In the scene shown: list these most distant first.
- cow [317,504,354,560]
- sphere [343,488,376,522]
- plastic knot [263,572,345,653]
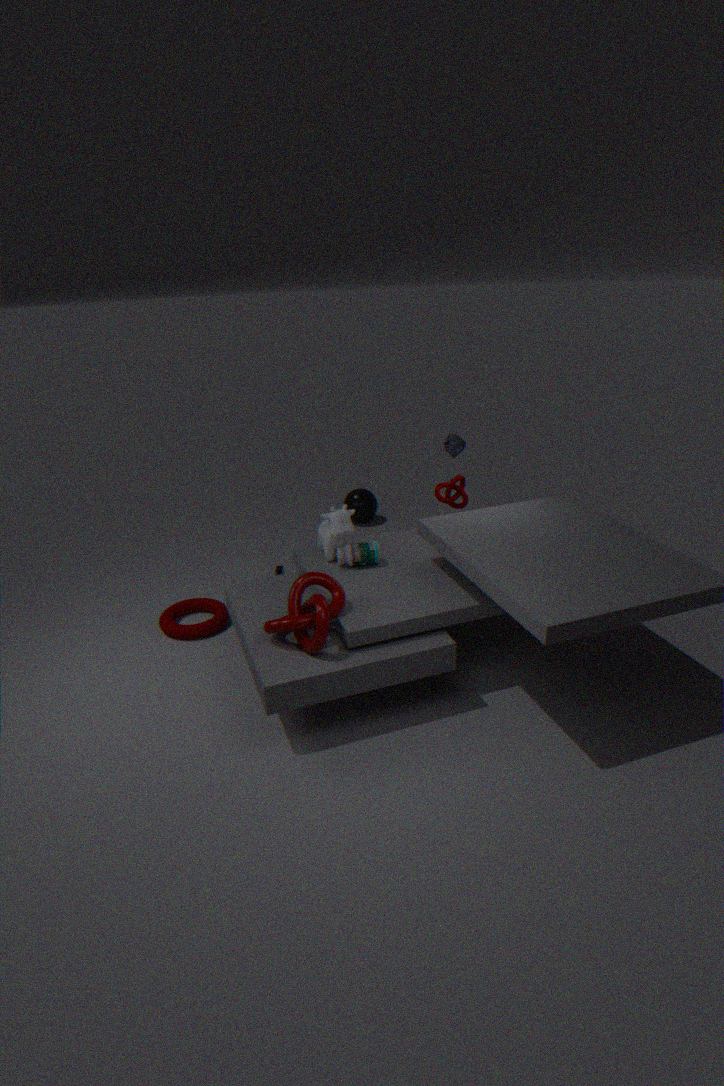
sphere [343,488,376,522] → cow [317,504,354,560] → plastic knot [263,572,345,653]
